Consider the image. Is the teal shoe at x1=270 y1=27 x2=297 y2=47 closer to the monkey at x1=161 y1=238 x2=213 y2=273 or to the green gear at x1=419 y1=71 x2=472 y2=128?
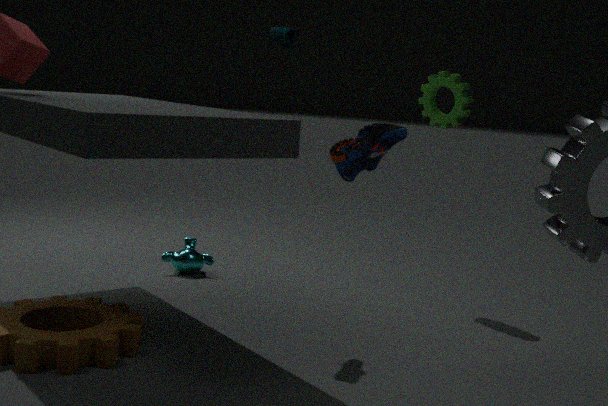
the green gear at x1=419 y1=71 x2=472 y2=128
